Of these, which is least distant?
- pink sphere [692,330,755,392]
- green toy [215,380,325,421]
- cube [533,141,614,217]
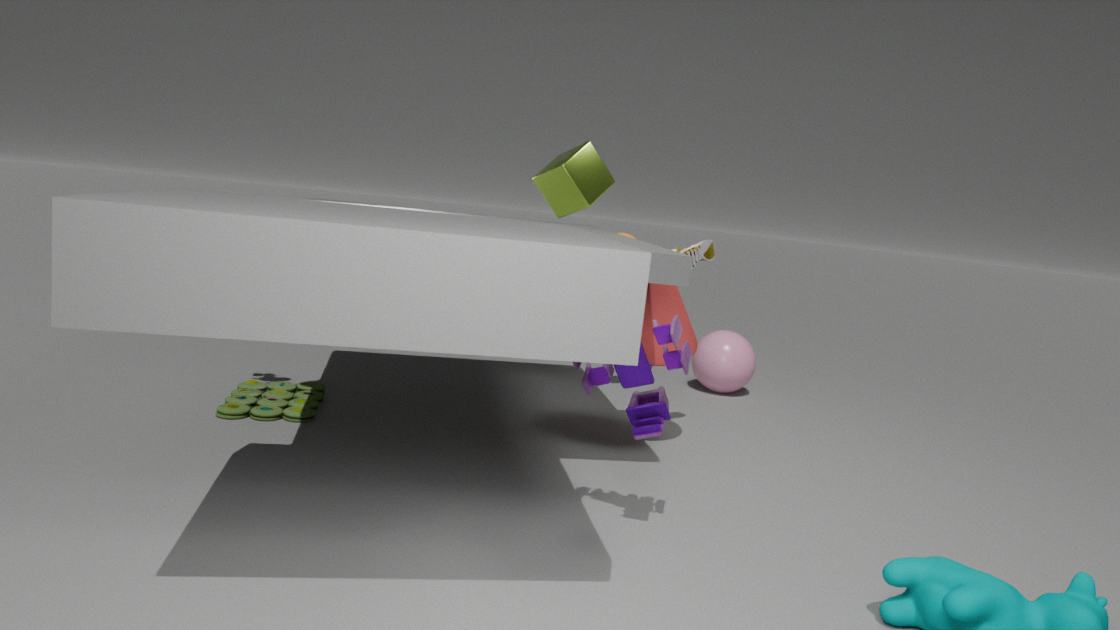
cube [533,141,614,217]
